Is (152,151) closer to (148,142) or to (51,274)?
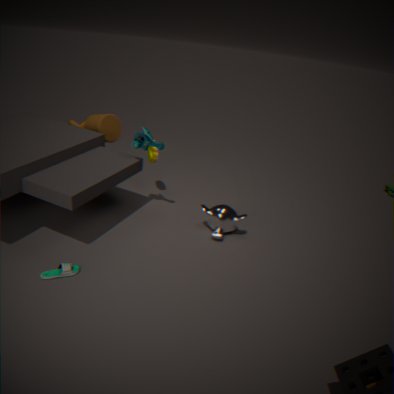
(148,142)
